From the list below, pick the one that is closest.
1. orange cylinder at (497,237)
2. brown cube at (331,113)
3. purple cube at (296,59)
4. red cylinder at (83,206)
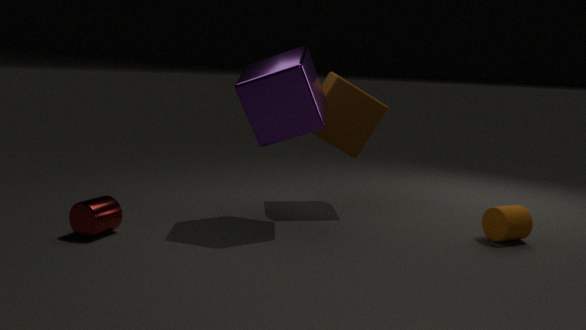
red cylinder at (83,206)
